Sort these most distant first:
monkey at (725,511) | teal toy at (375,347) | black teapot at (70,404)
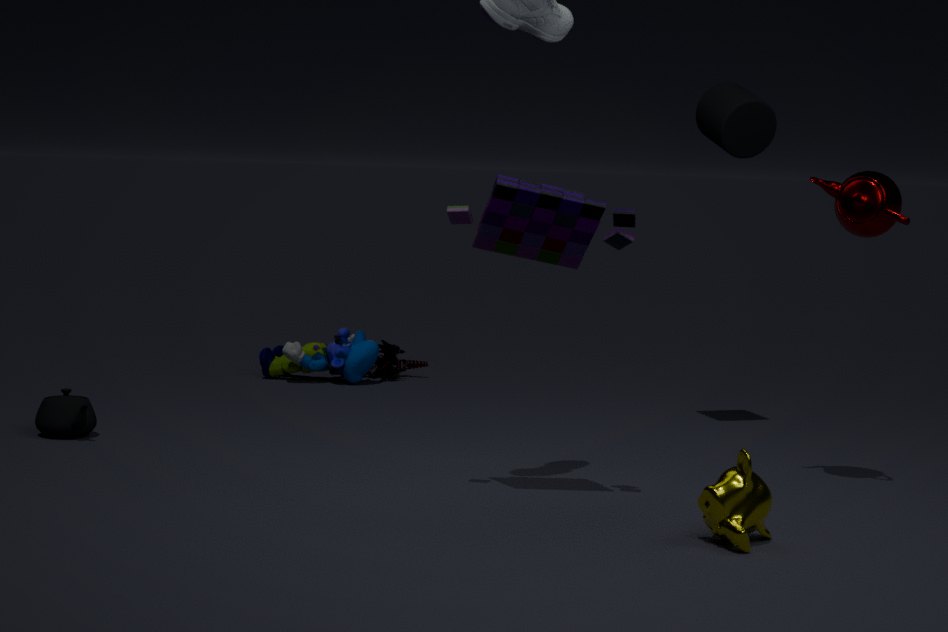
teal toy at (375,347), black teapot at (70,404), monkey at (725,511)
